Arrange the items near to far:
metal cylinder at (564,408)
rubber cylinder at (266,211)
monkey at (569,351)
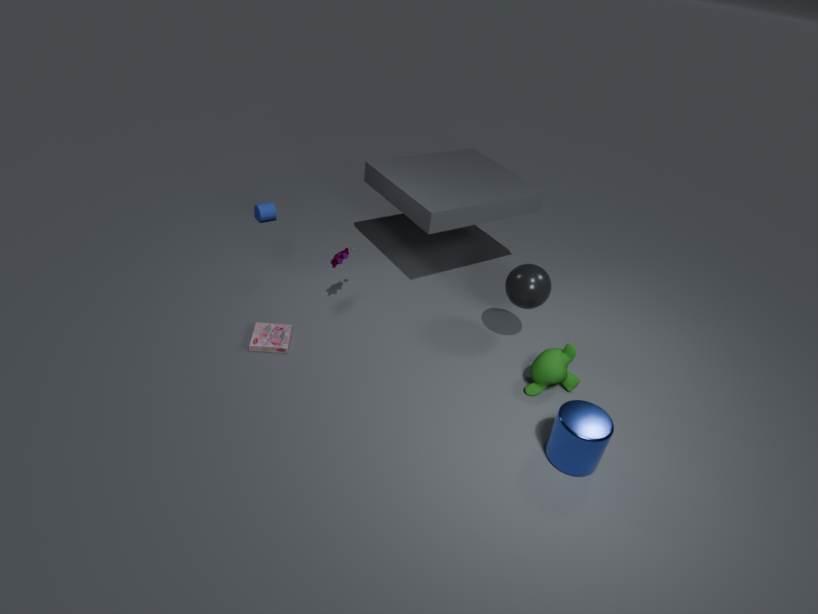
metal cylinder at (564,408)
monkey at (569,351)
rubber cylinder at (266,211)
